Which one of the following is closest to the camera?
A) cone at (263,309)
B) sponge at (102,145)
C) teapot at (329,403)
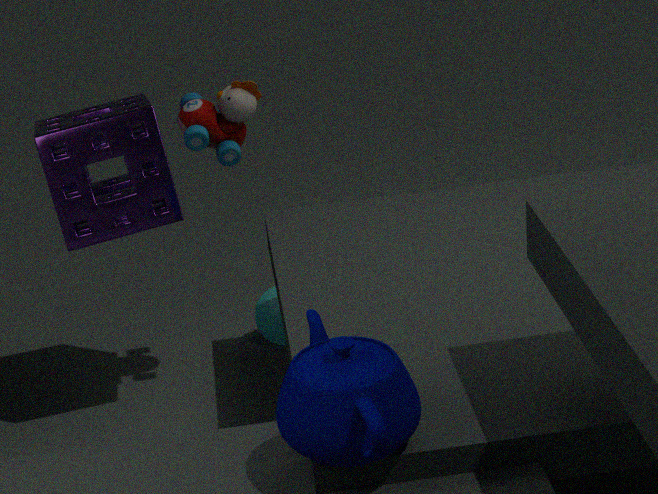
teapot at (329,403)
